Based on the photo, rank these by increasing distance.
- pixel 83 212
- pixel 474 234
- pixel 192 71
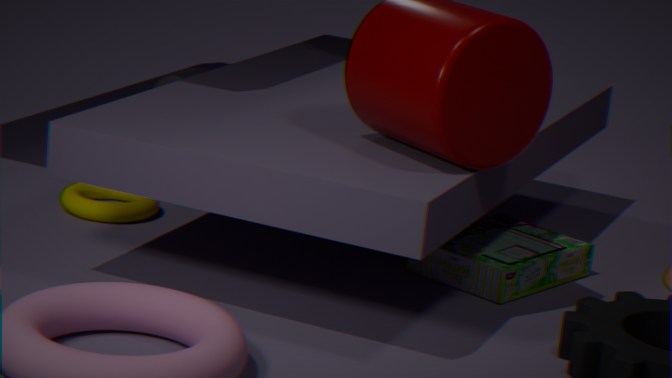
pixel 474 234 < pixel 83 212 < pixel 192 71
